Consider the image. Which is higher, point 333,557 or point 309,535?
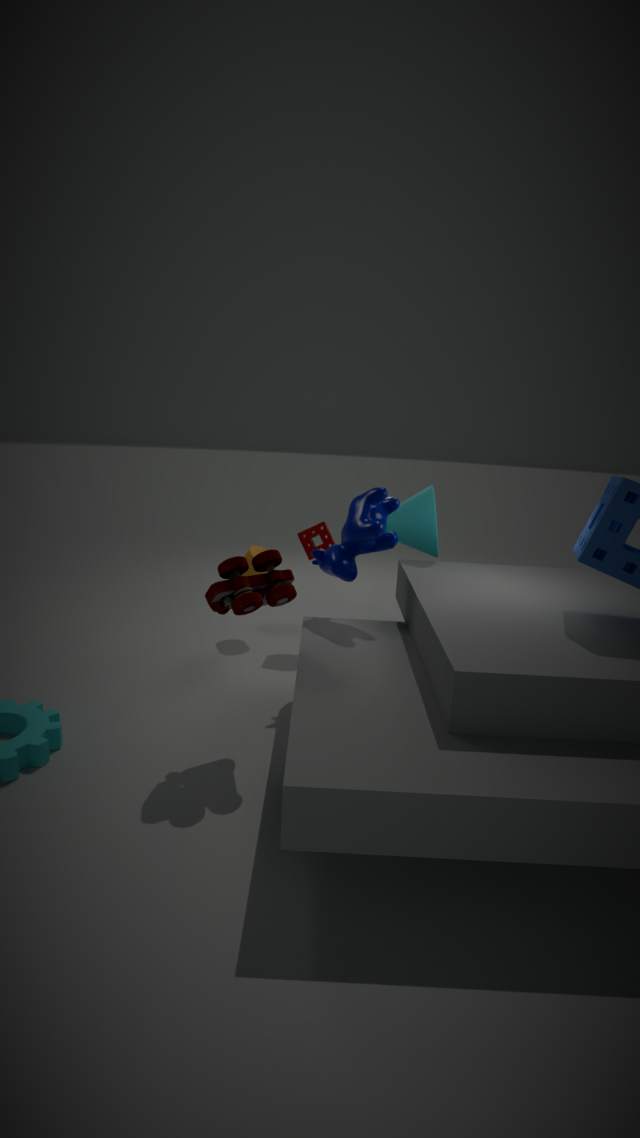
point 333,557
